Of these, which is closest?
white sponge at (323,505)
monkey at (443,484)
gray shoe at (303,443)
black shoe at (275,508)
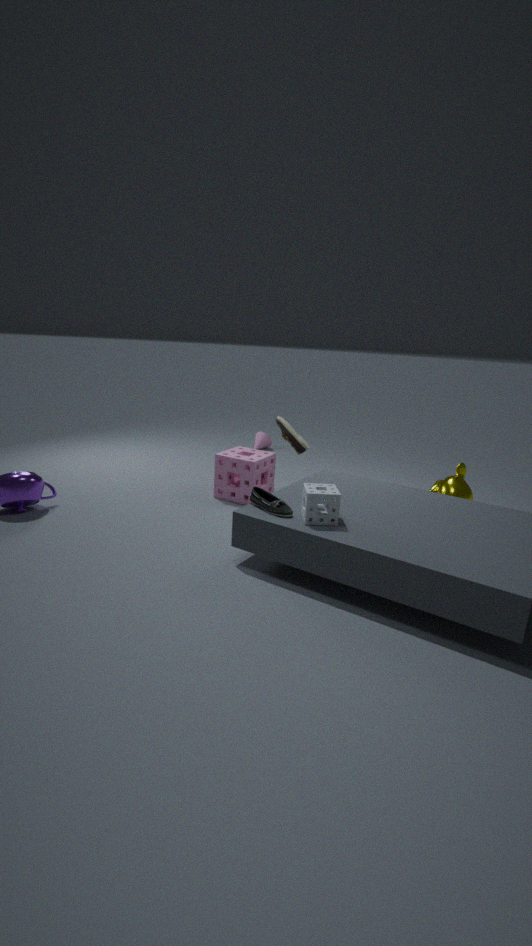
white sponge at (323,505)
